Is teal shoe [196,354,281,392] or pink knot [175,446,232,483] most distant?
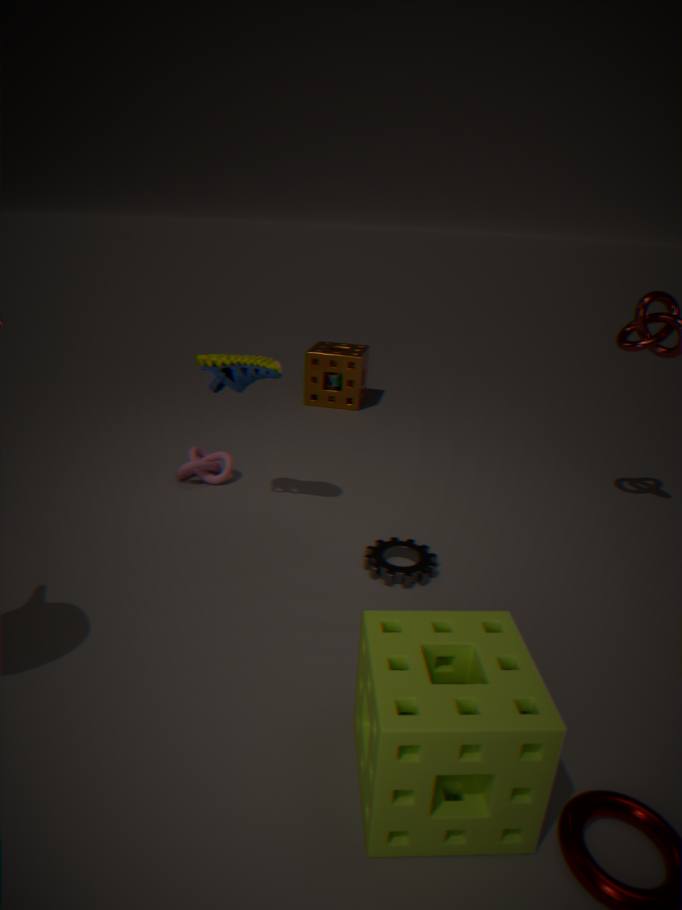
pink knot [175,446,232,483]
